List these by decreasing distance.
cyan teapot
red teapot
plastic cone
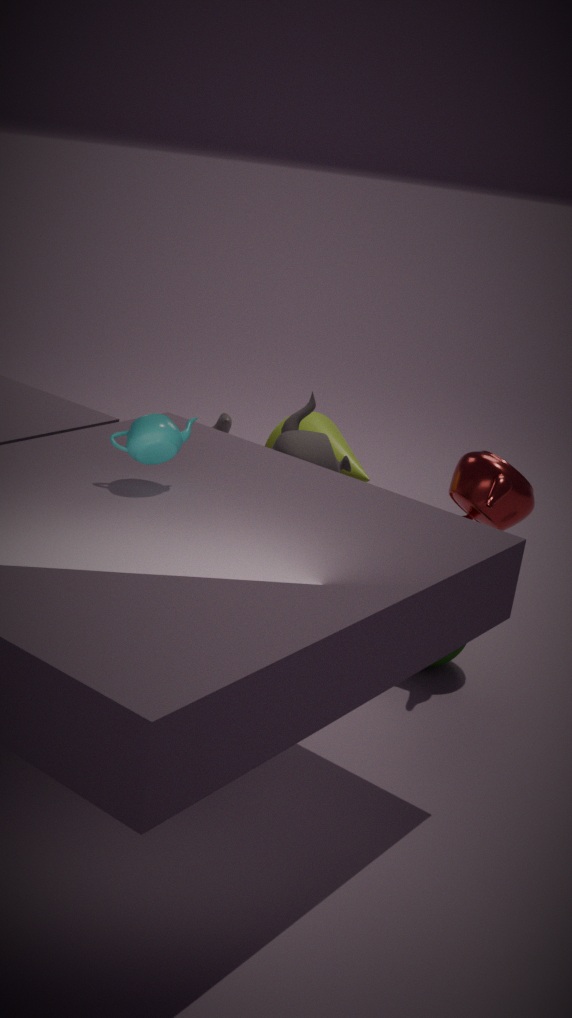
plastic cone < red teapot < cyan teapot
